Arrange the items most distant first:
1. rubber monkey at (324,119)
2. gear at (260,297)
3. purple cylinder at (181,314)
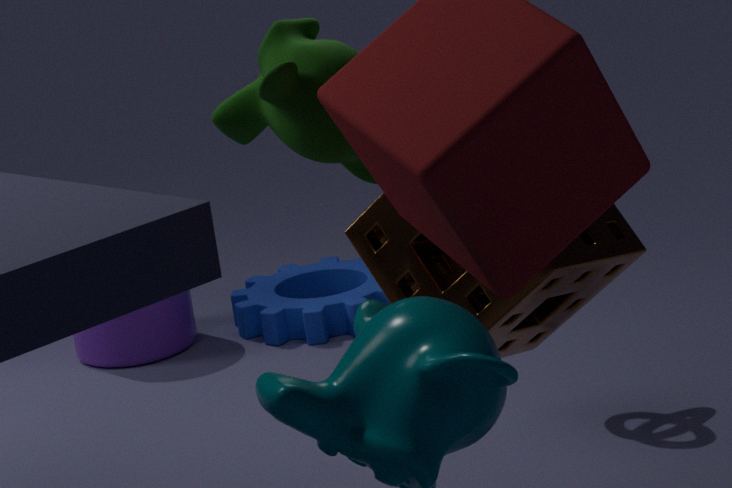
1. gear at (260,297)
2. purple cylinder at (181,314)
3. rubber monkey at (324,119)
